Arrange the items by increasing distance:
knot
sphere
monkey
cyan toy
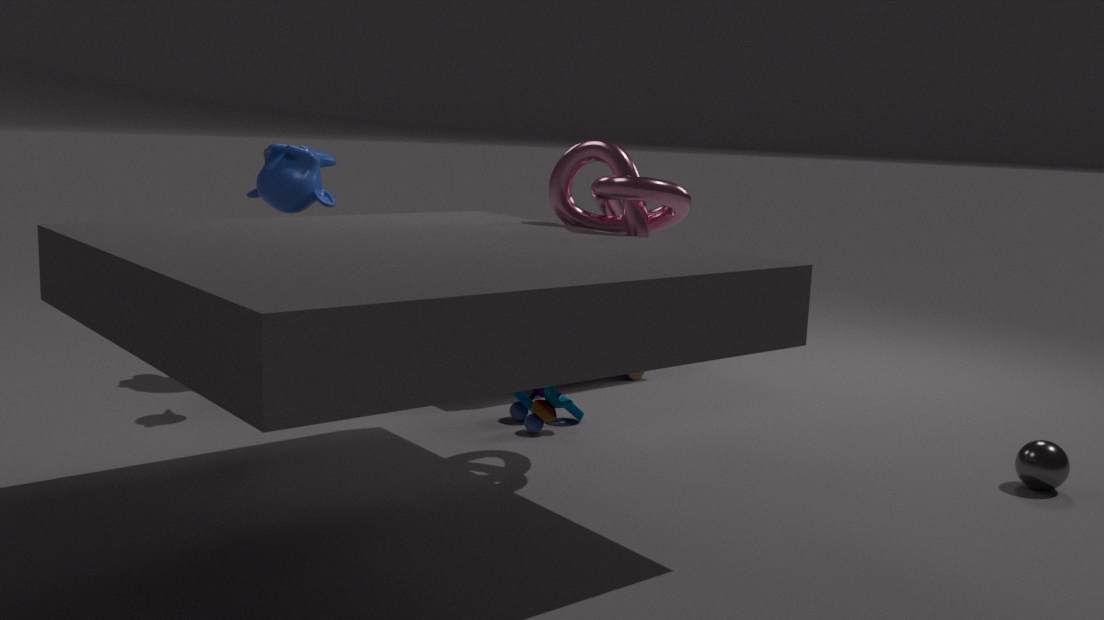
knot → sphere → cyan toy → monkey
